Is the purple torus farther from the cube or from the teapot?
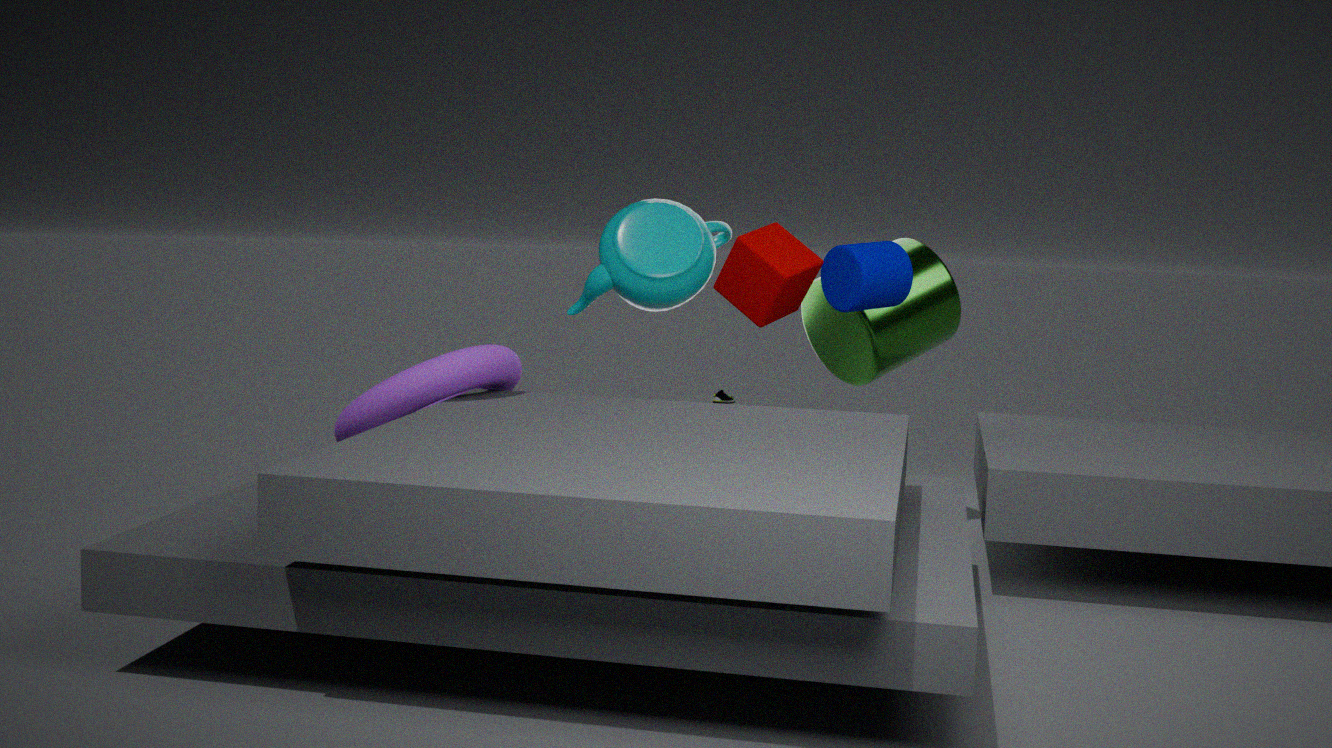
the cube
